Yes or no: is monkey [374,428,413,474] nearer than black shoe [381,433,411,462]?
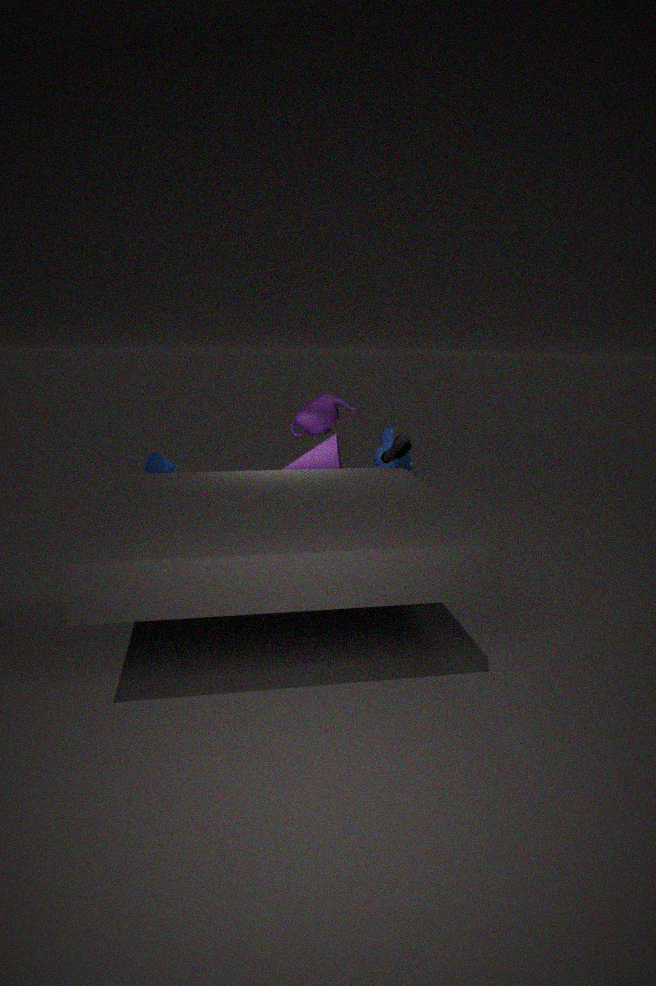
No
